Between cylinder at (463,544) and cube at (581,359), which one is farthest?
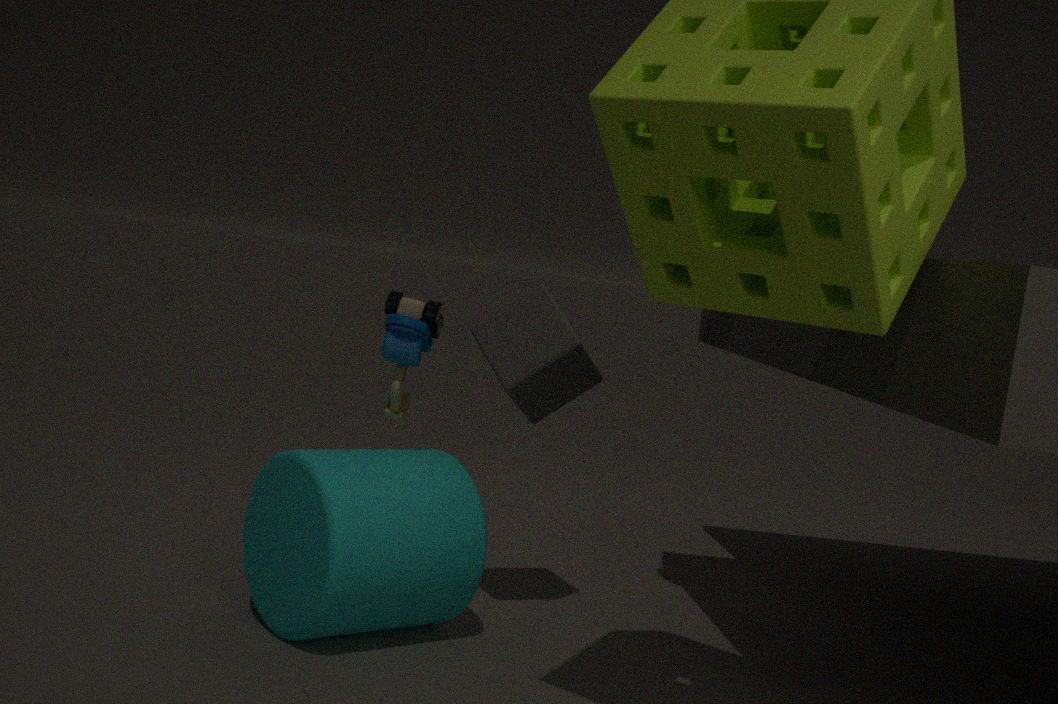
cube at (581,359)
